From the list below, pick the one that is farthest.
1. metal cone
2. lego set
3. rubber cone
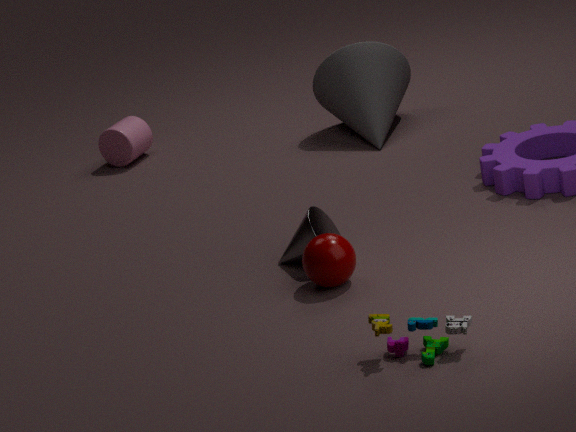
rubber cone
